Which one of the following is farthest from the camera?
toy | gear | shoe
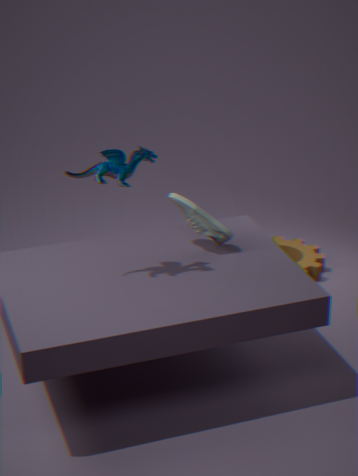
gear
